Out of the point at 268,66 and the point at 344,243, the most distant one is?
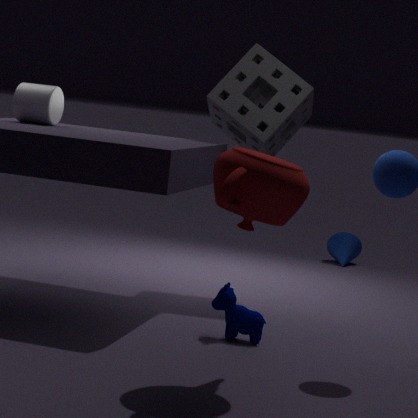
the point at 344,243
